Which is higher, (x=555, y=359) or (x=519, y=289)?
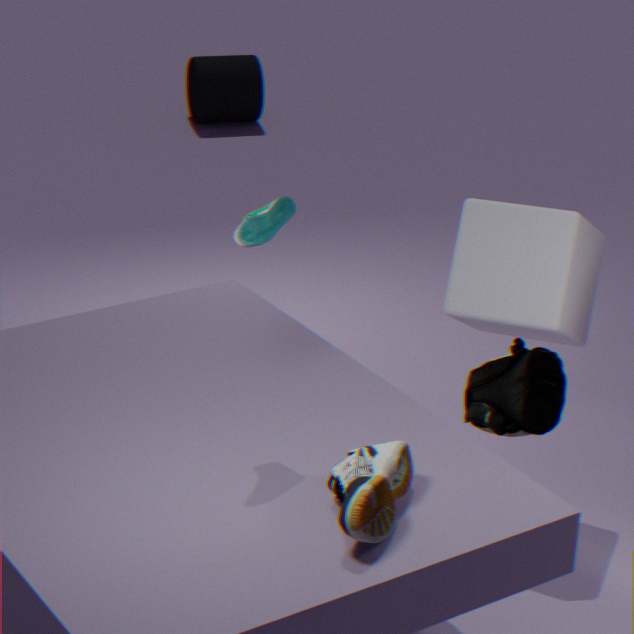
(x=555, y=359)
